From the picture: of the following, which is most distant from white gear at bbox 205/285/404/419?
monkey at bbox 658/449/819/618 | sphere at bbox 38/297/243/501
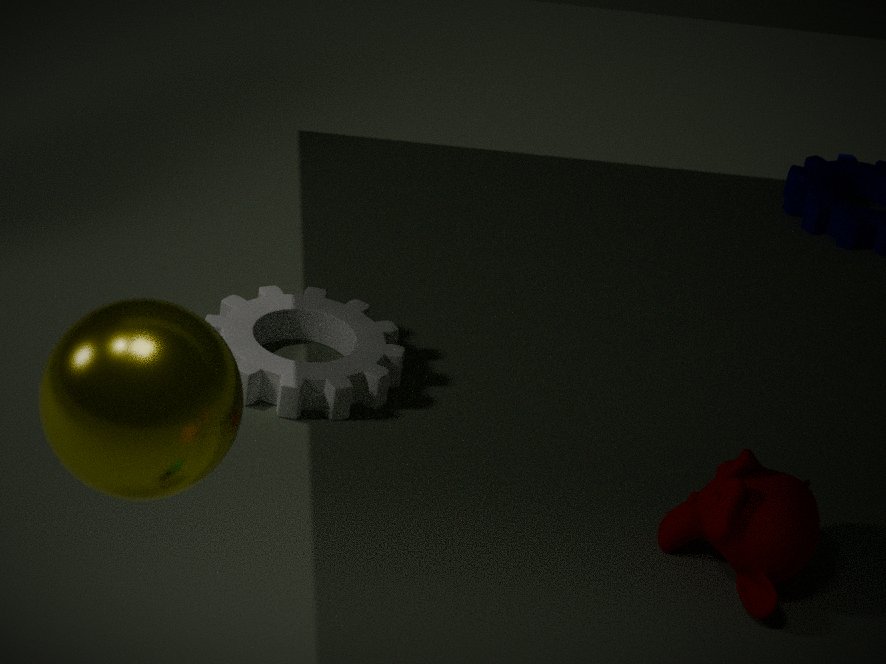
sphere at bbox 38/297/243/501
